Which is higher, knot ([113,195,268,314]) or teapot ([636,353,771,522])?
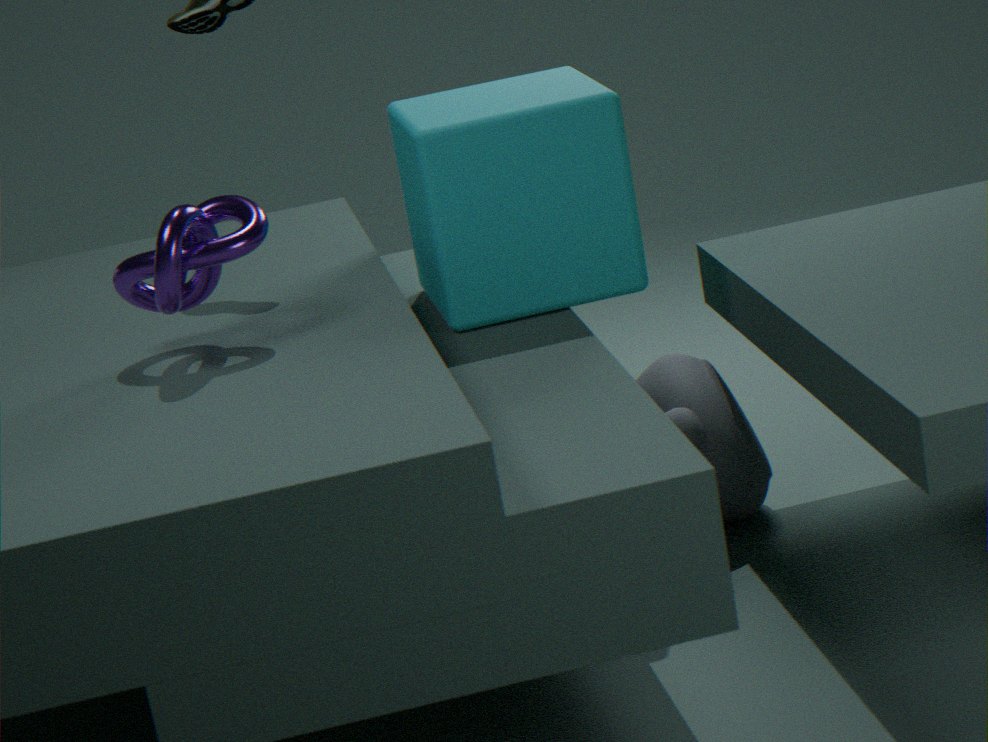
knot ([113,195,268,314])
